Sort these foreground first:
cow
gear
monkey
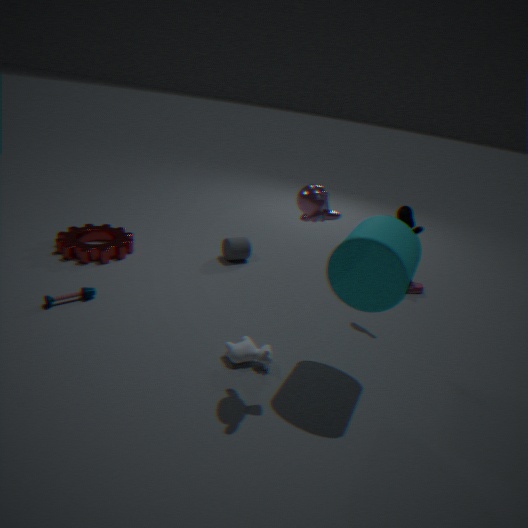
monkey
cow
gear
